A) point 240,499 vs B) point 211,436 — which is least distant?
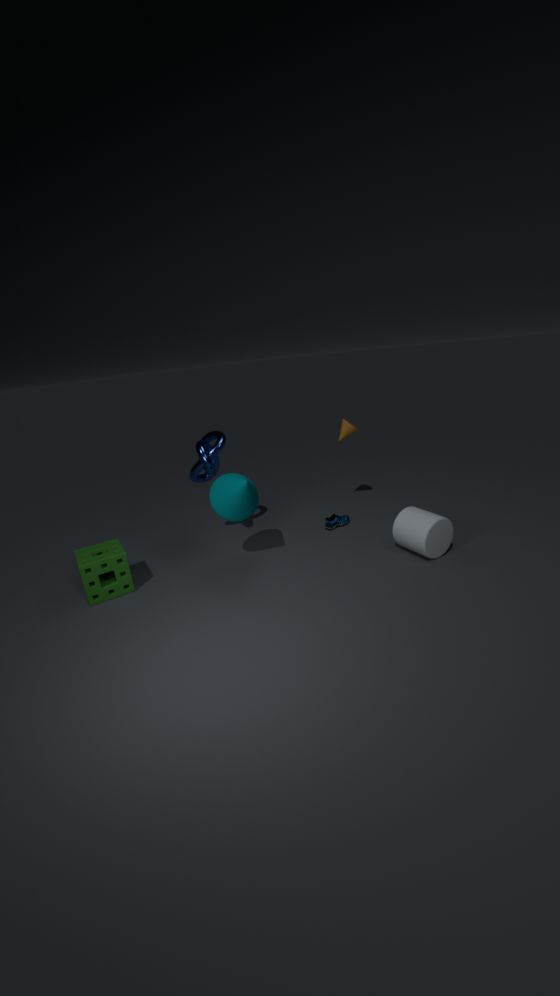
A. point 240,499
